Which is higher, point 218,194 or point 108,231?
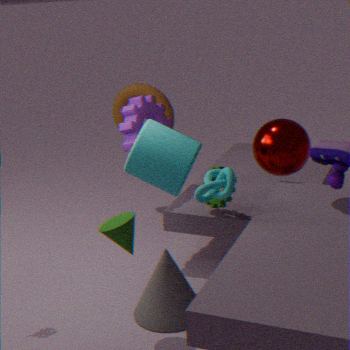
point 218,194
